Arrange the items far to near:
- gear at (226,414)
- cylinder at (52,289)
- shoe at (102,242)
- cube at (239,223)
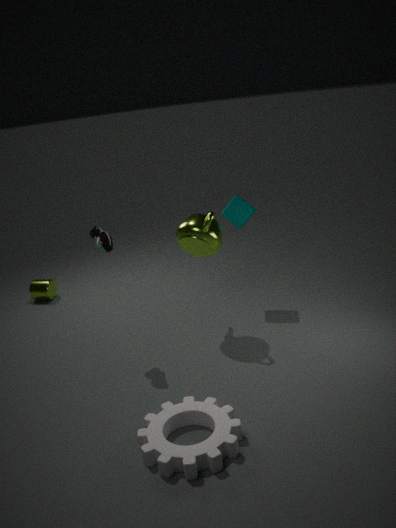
cylinder at (52,289)
cube at (239,223)
shoe at (102,242)
gear at (226,414)
